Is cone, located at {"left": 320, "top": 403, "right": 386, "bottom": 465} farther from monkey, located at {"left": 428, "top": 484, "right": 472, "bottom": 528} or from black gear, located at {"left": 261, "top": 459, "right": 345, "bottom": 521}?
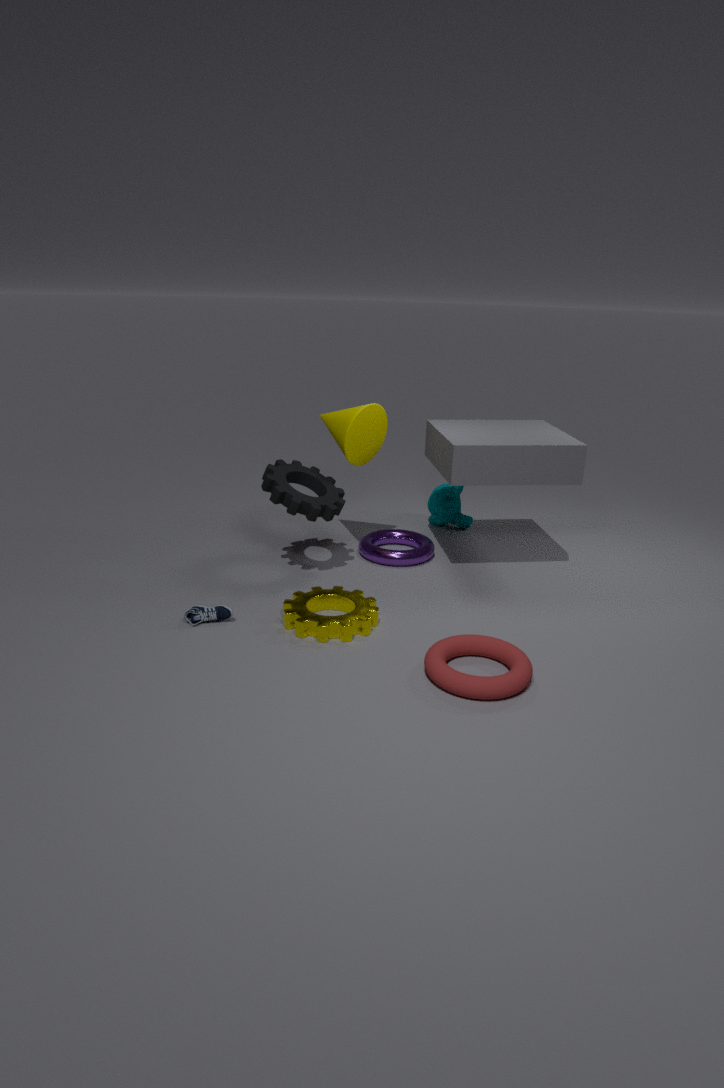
monkey, located at {"left": 428, "top": 484, "right": 472, "bottom": 528}
